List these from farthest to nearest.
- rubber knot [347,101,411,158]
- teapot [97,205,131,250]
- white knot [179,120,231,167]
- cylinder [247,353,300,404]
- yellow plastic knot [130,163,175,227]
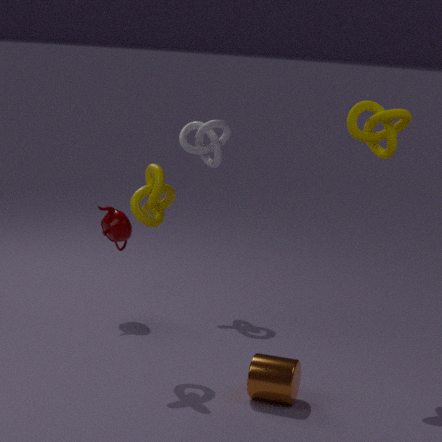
white knot [179,120,231,167] → teapot [97,205,131,250] → rubber knot [347,101,411,158] → yellow plastic knot [130,163,175,227] → cylinder [247,353,300,404]
